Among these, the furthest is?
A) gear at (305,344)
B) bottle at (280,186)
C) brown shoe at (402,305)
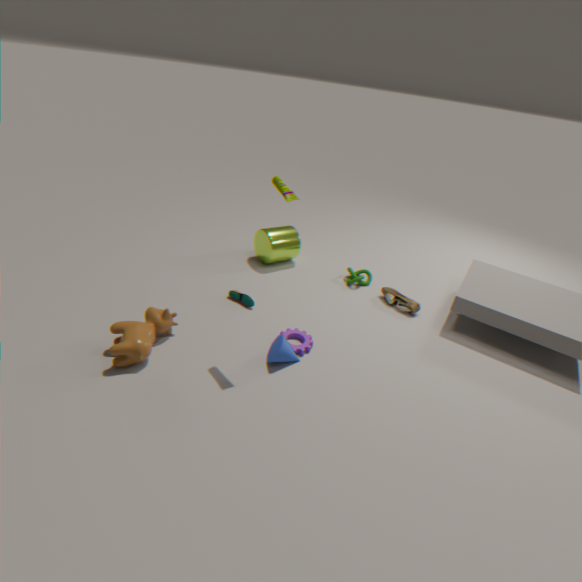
brown shoe at (402,305)
